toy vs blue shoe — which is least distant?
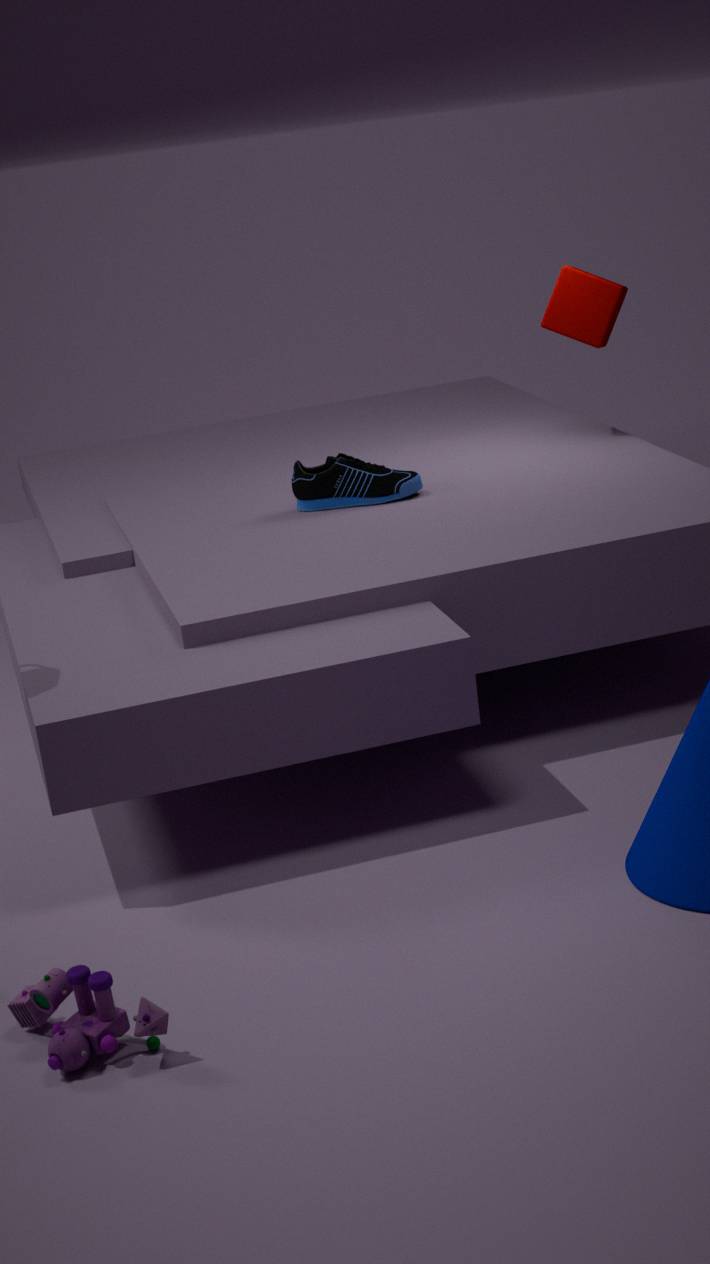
toy
